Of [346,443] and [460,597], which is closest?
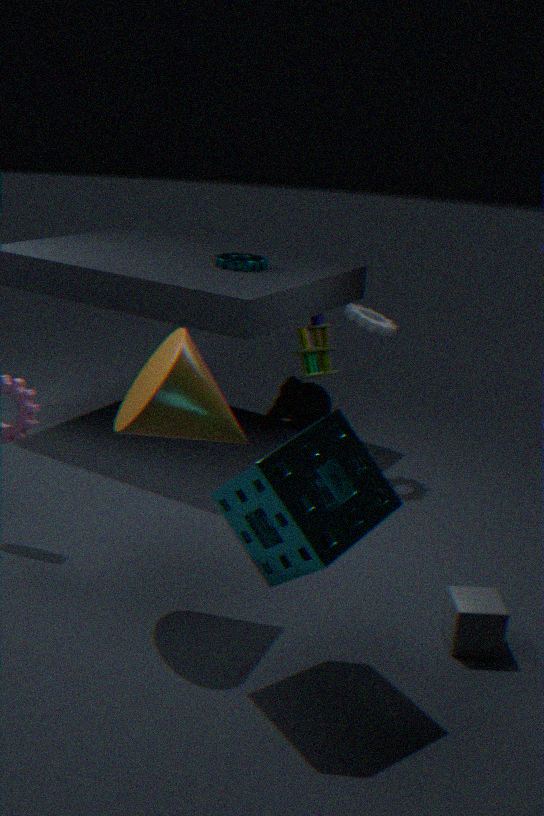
[346,443]
